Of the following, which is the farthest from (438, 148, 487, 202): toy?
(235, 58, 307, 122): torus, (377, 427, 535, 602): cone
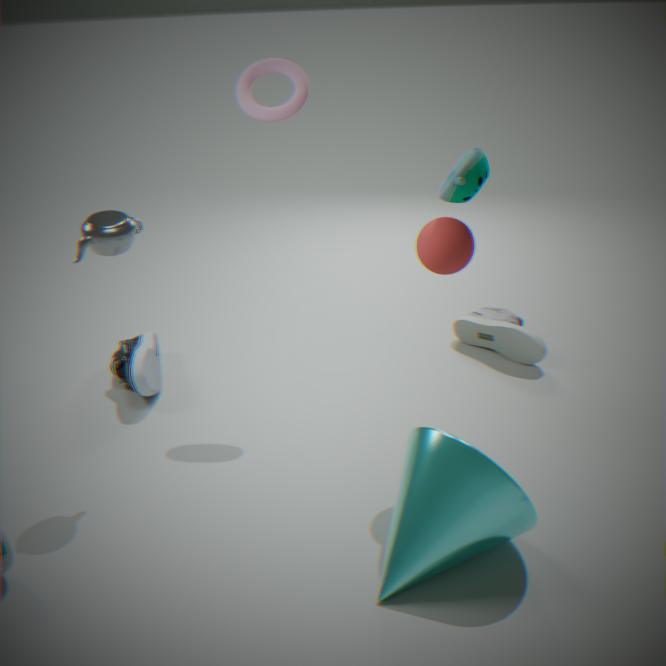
(235, 58, 307, 122): torus
